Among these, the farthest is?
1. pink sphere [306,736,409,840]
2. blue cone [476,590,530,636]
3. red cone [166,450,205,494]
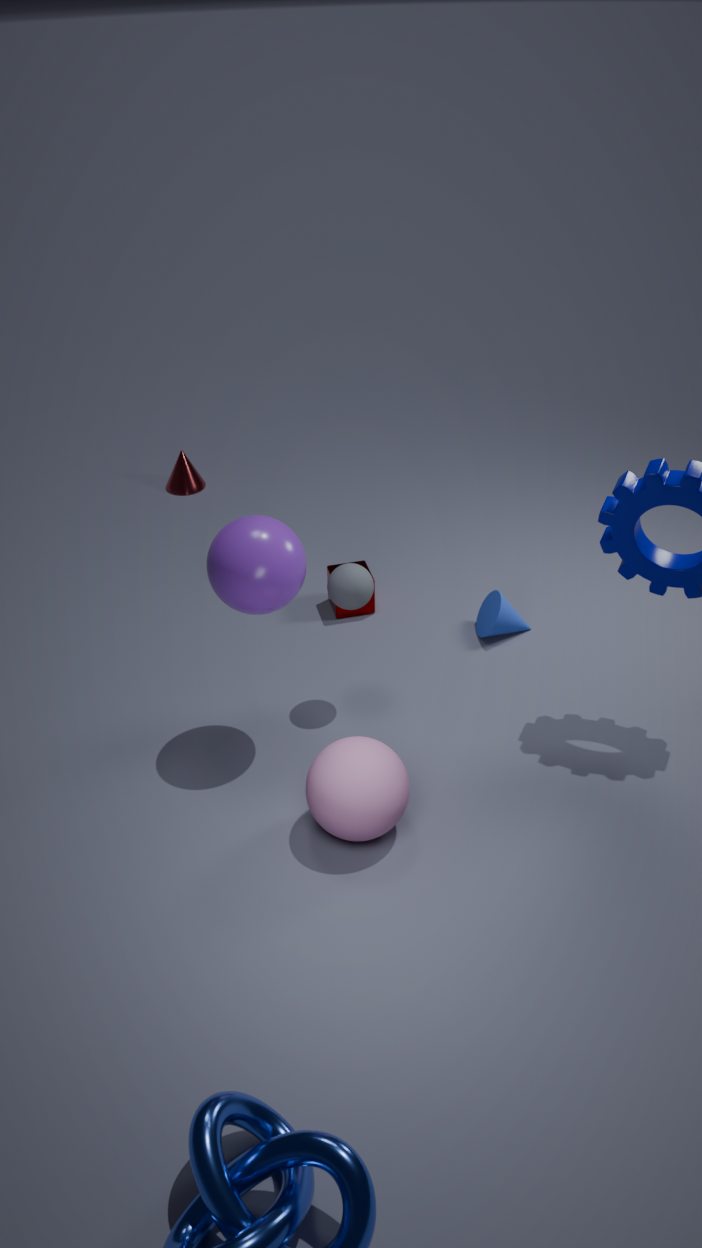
red cone [166,450,205,494]
